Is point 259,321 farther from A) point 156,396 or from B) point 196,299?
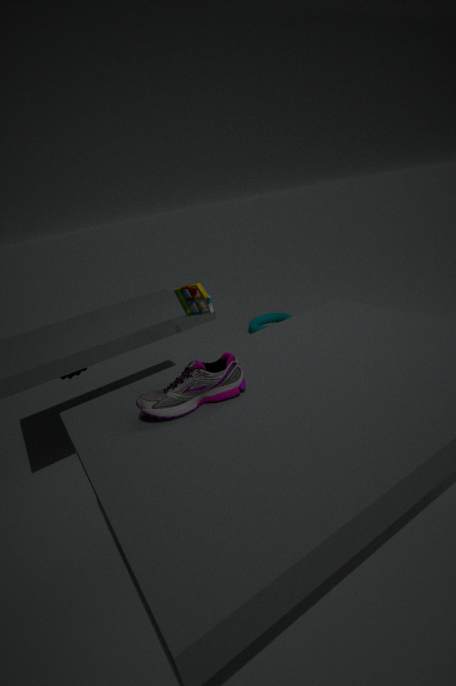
A) point 156,396
